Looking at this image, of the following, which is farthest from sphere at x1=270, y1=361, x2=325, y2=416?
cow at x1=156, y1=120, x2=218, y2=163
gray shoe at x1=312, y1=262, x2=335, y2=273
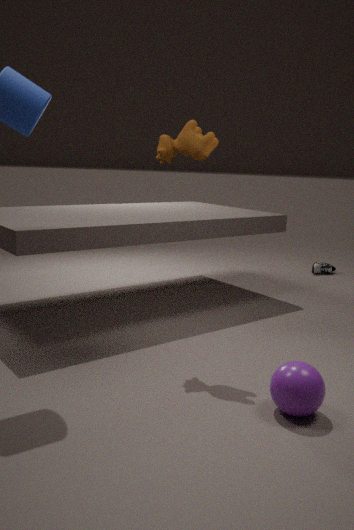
gray shoe at x1=312, y1=262, x2=335, y2=273
